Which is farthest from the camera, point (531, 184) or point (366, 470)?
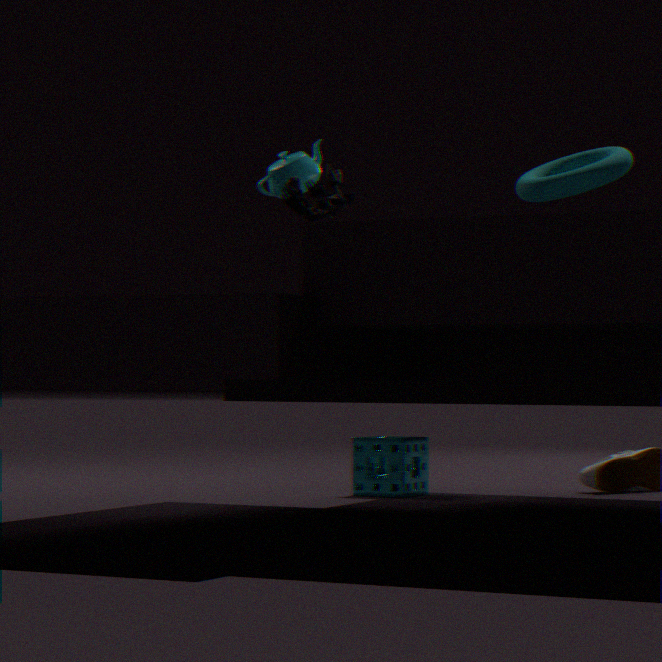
point (366, 470)
